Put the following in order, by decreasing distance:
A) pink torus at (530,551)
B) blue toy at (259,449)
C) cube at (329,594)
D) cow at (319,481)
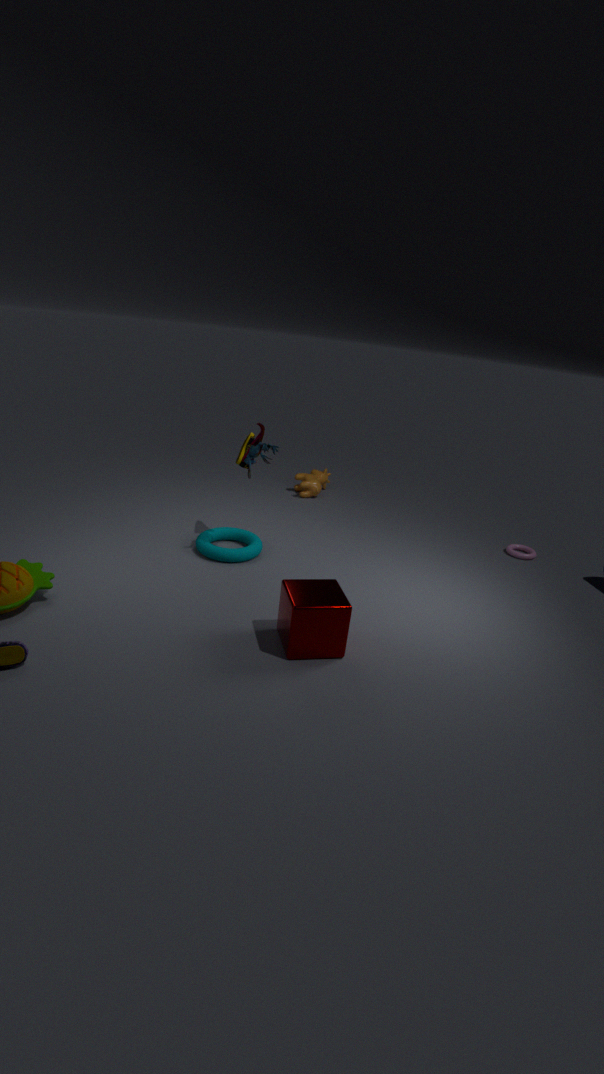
cow at (319,481) < pink torus at (530,551) < blue toy at (259,449) < cube at (329,594)
